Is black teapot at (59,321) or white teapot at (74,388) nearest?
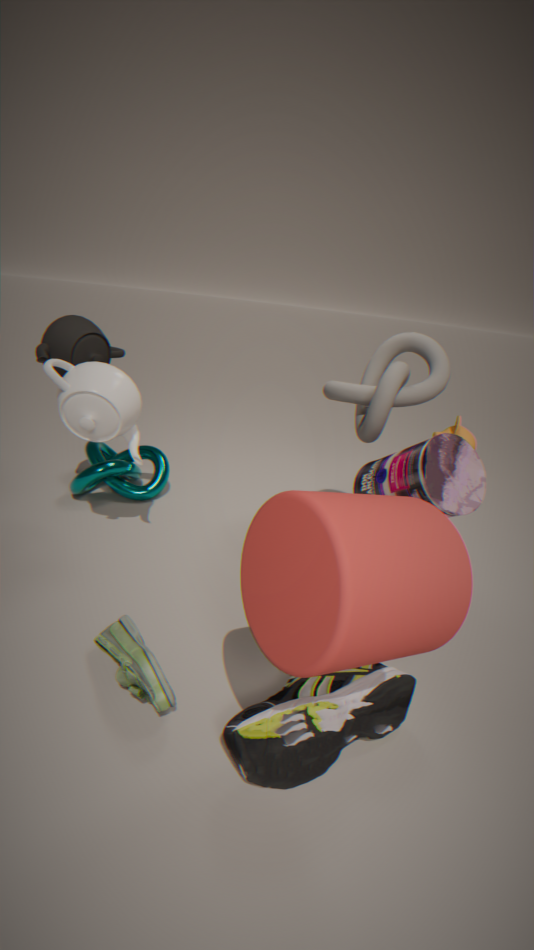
white teapot at (74,388)
